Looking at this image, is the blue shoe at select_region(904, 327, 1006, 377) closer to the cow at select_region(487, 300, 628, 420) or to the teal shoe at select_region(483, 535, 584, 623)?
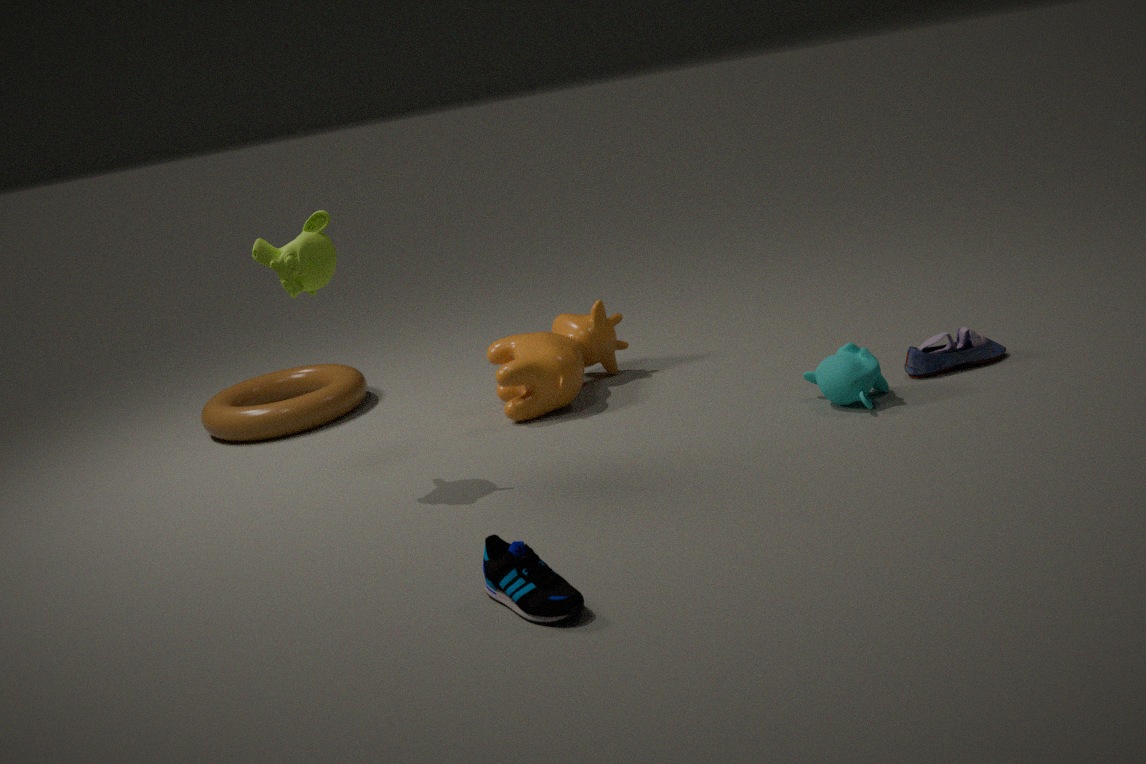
the cow at select_region(487, 300, 628, 420)
